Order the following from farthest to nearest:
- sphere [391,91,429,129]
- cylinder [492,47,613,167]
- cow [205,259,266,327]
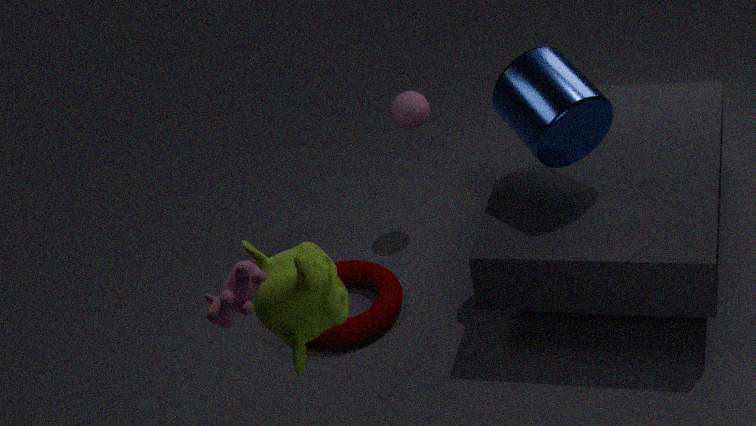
sphere [391,91,429,129] < cylinder [492,47,613,167] < cow [205,259,266,327]
